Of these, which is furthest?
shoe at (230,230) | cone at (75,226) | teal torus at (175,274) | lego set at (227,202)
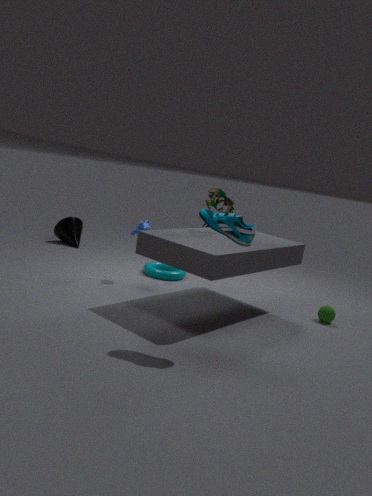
cone at (75,226)
